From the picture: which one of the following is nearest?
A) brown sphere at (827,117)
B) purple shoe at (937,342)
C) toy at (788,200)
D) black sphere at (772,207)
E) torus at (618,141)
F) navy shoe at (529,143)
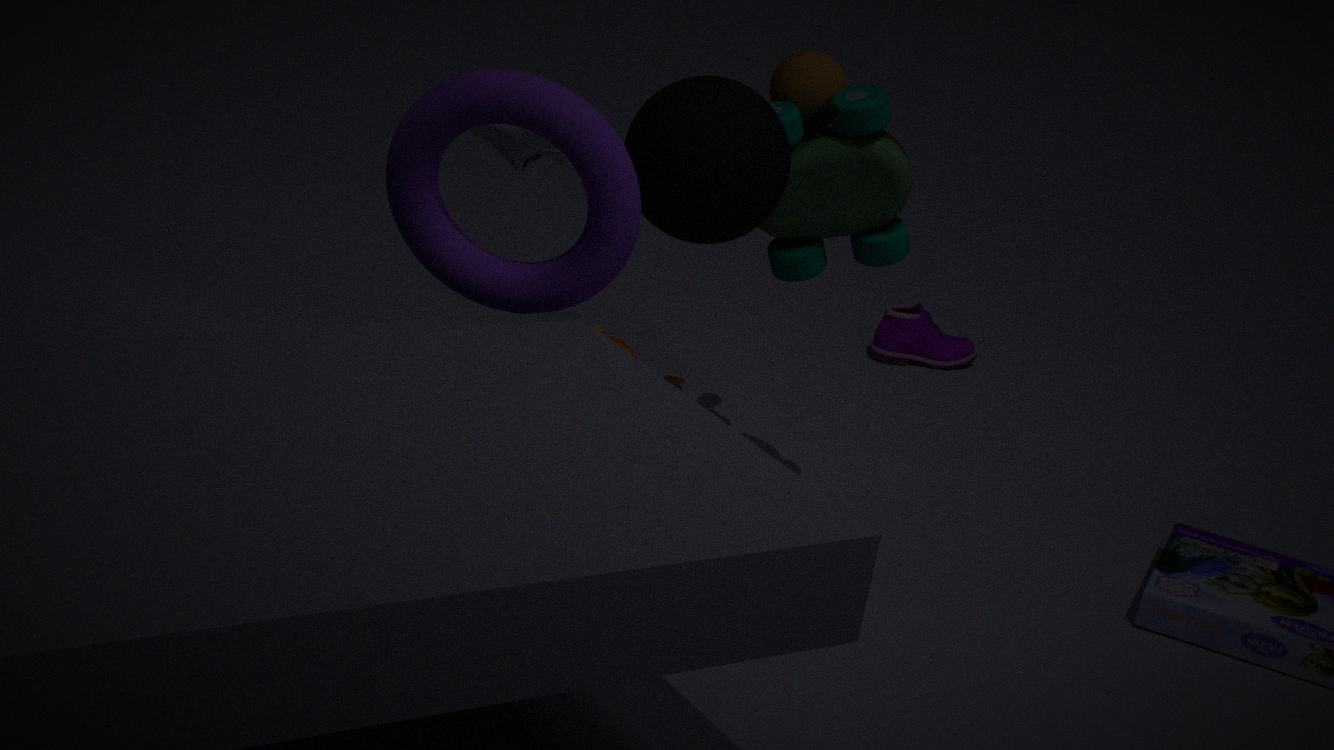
torus at (618,141)
